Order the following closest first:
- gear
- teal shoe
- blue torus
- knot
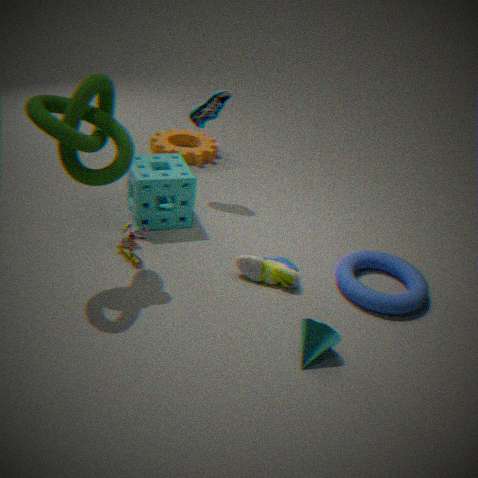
knot
blue torus
teal shoe
gear
